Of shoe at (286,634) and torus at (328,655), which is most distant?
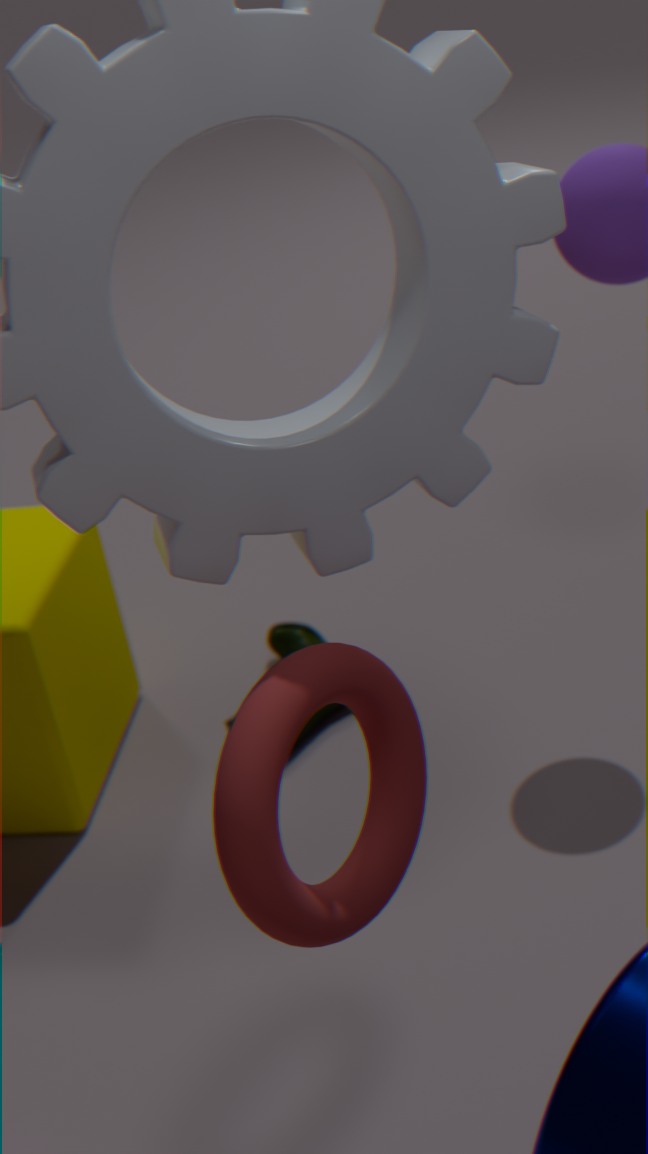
shoe at (286,634)
